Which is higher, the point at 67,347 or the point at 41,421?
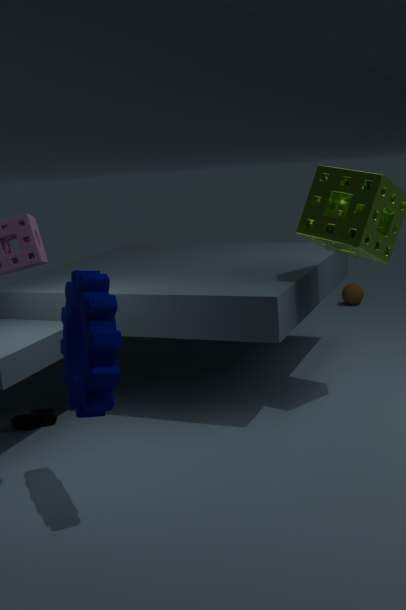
the point at 67,347
